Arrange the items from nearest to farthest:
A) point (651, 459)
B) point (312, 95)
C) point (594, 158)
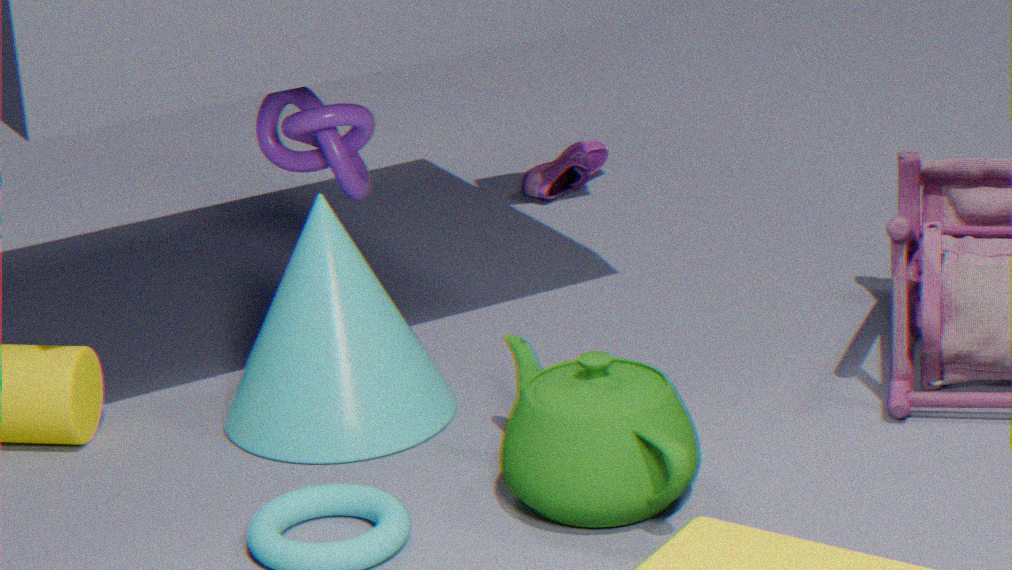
point (651, 459) → point (312, 95) → point (594, 158)
